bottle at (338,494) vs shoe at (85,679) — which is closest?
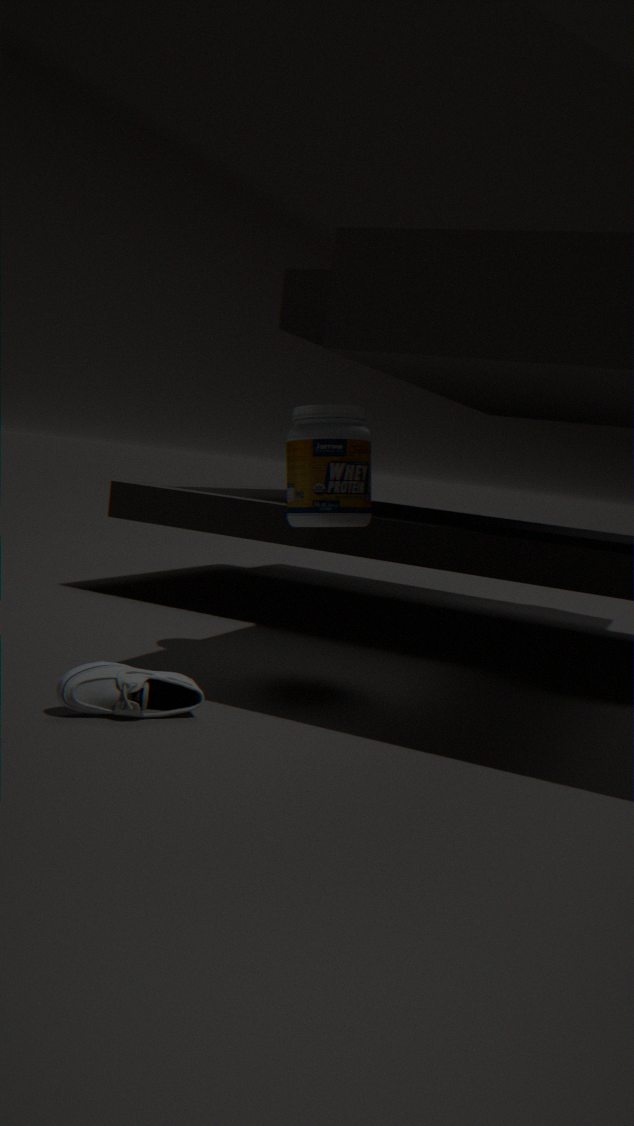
shoe at (85,679)
